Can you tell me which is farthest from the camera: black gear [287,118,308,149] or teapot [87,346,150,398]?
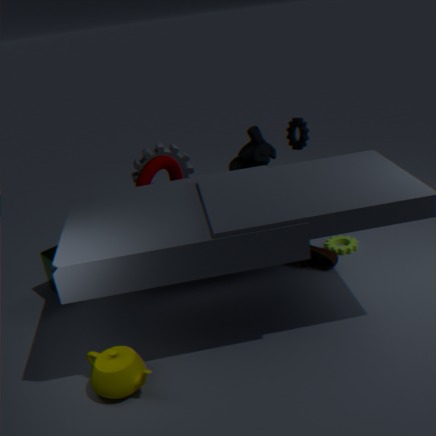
black gear [287,118,308,149]
